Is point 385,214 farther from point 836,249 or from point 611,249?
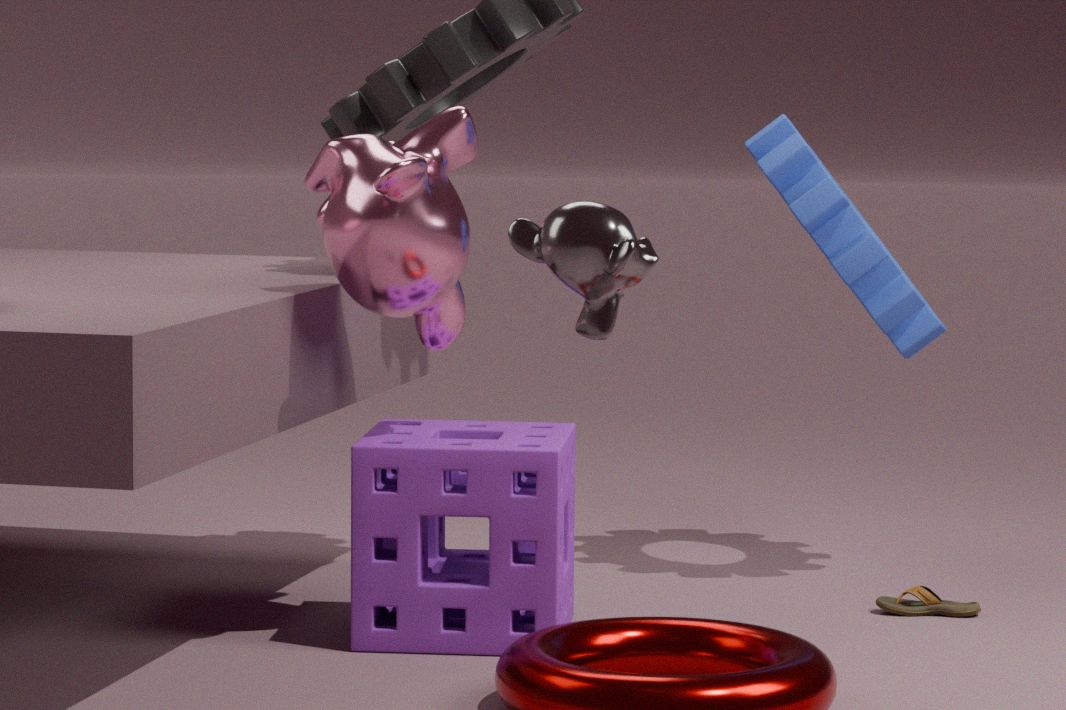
point 836,249
